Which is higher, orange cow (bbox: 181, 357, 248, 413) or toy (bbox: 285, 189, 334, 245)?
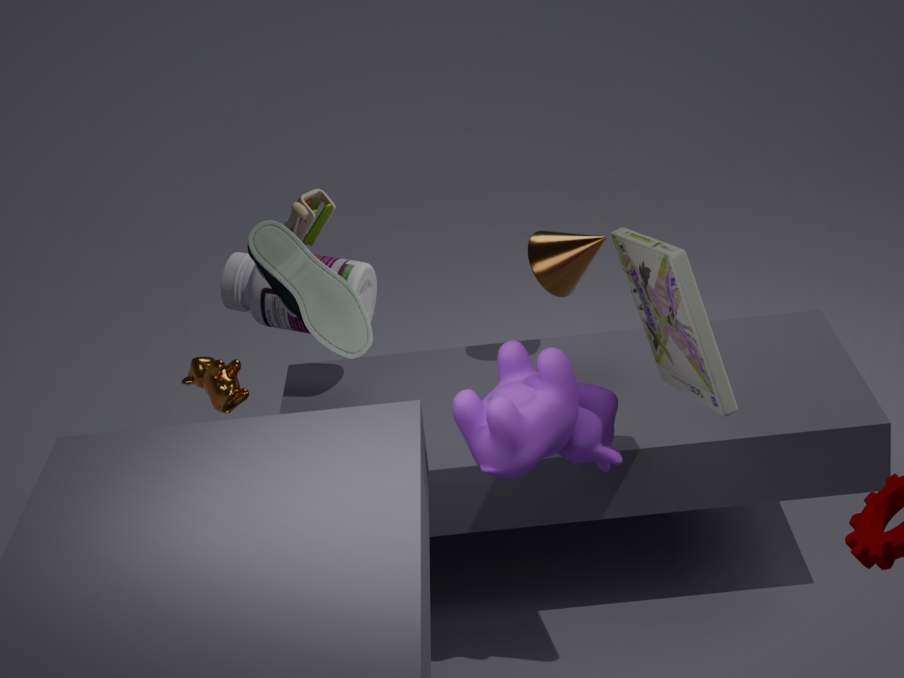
toy (bbox: 285, 189, 334, 245)
